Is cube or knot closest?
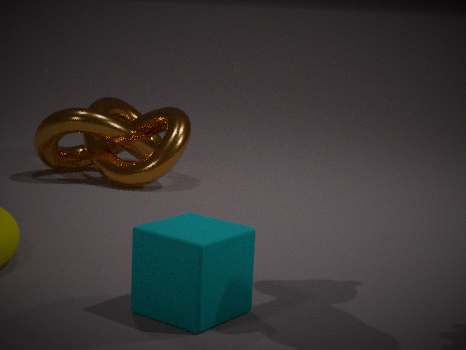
cube
